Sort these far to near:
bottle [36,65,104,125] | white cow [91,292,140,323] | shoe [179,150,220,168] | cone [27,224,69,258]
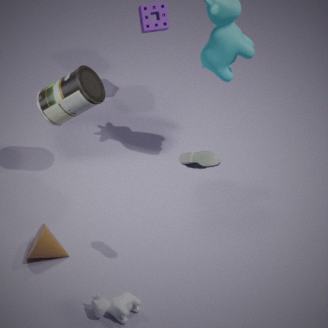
bottle [36,65,104,125]
cone [27,224,69,258]
white cow [91,292,140,323]
shoe [179,150,220,168]
